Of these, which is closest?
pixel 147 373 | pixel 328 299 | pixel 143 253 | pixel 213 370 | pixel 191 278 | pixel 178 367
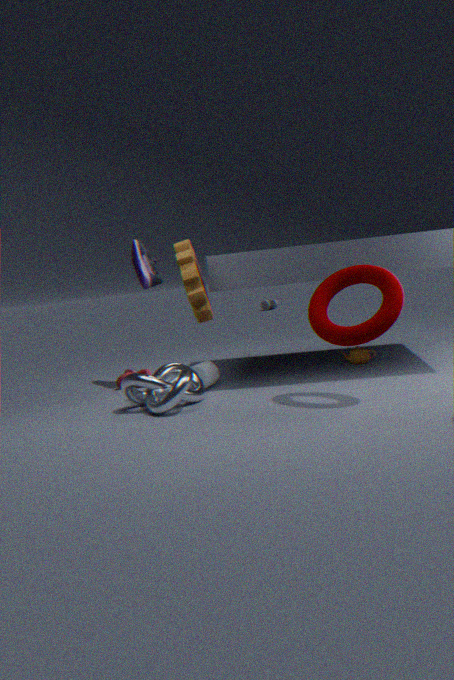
Result: pixel 328 299
